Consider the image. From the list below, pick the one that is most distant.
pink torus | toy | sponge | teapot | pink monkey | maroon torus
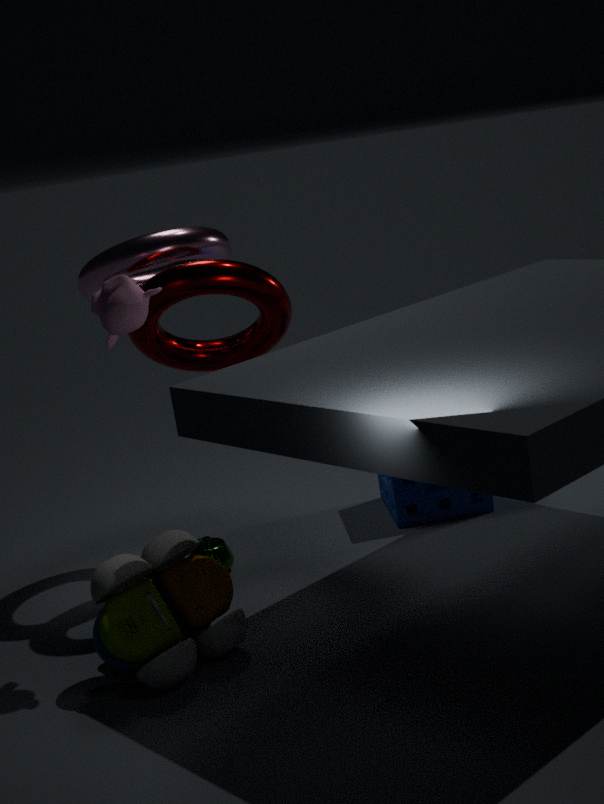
sponge
